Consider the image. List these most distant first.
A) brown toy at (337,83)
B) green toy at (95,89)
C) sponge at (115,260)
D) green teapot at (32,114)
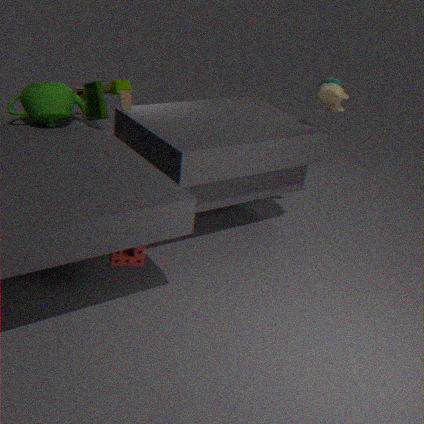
brown toy at (337,83)
green toy at (95,89)
green teapot at (32,114)
sponge at (115,260)
